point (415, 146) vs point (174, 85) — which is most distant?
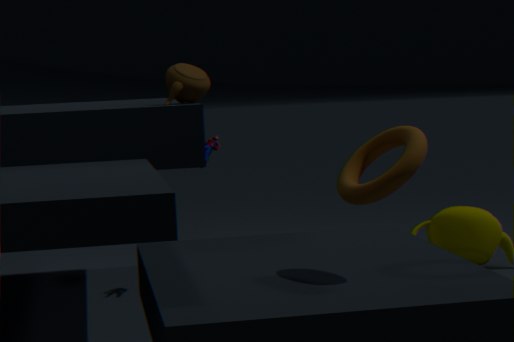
point (174, 85)
